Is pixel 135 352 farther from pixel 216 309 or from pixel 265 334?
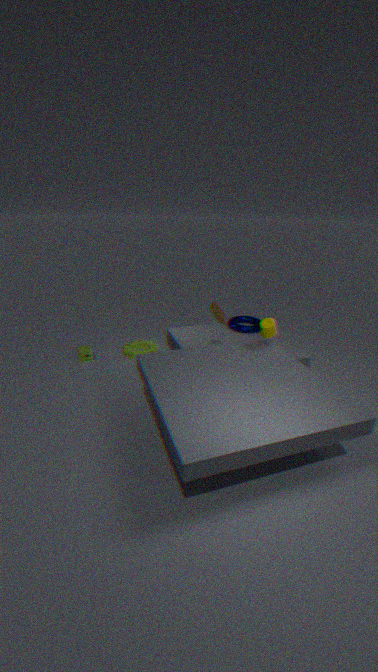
pixel 265 334
